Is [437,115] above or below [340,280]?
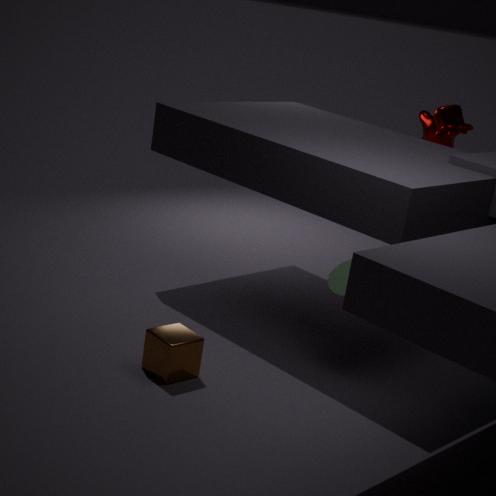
above
